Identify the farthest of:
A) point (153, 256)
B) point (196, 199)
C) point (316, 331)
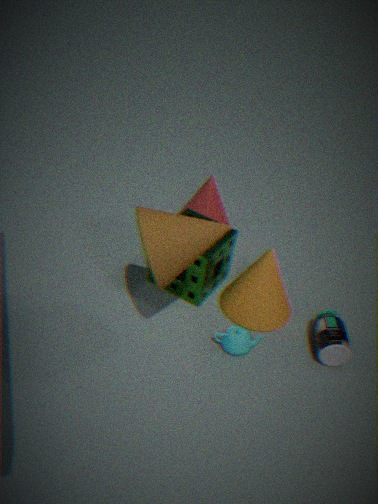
point (196, 199)
